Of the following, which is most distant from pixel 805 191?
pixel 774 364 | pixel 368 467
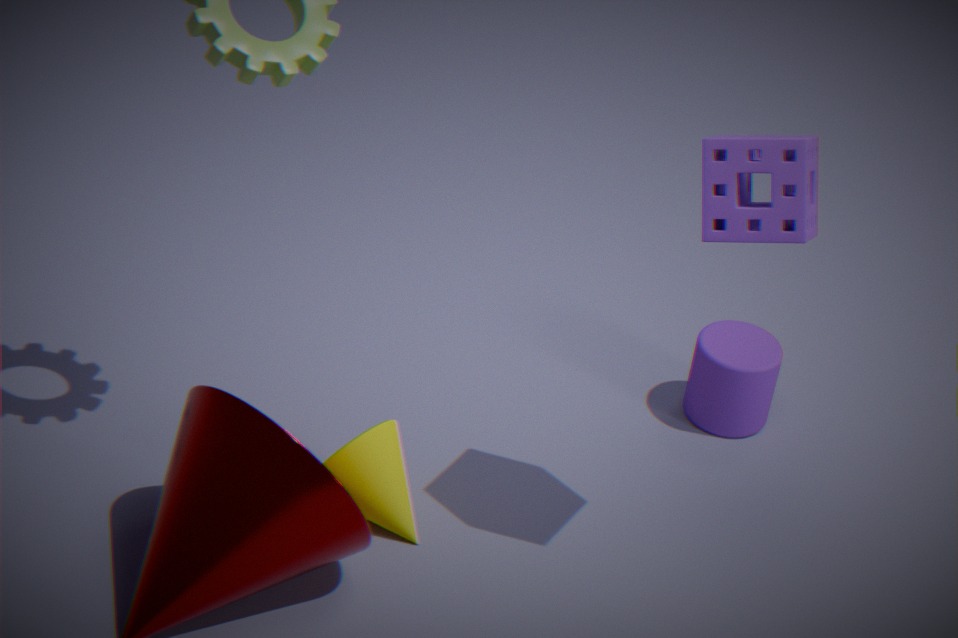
pixel 368 467
